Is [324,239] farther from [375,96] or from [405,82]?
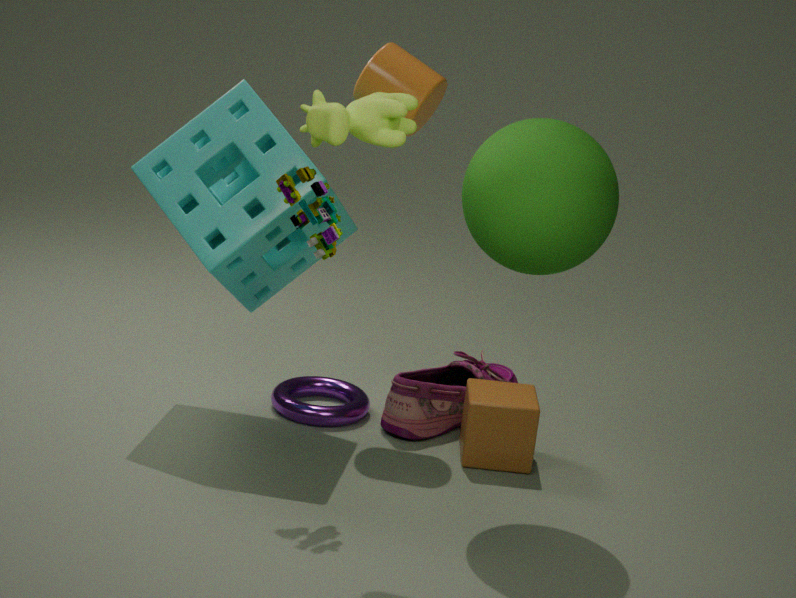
[405,82]
